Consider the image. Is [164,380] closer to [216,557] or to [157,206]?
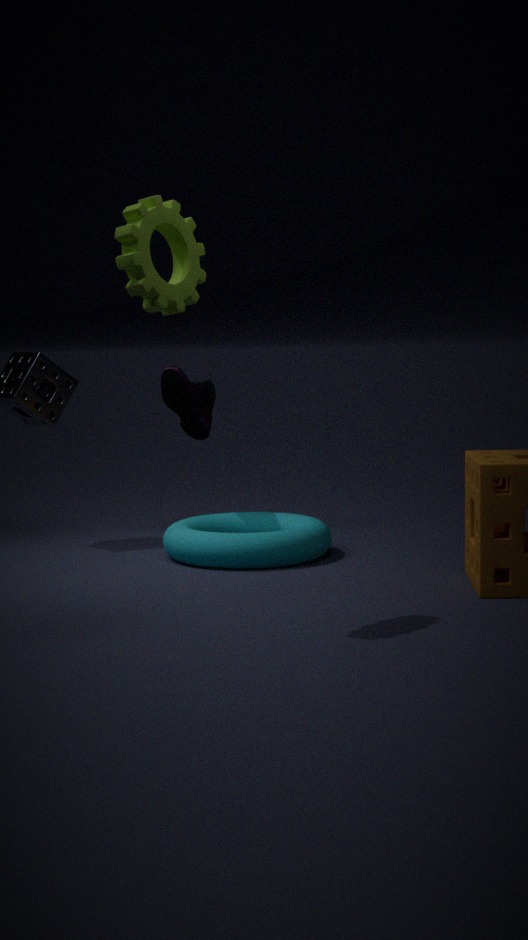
[216,557]
